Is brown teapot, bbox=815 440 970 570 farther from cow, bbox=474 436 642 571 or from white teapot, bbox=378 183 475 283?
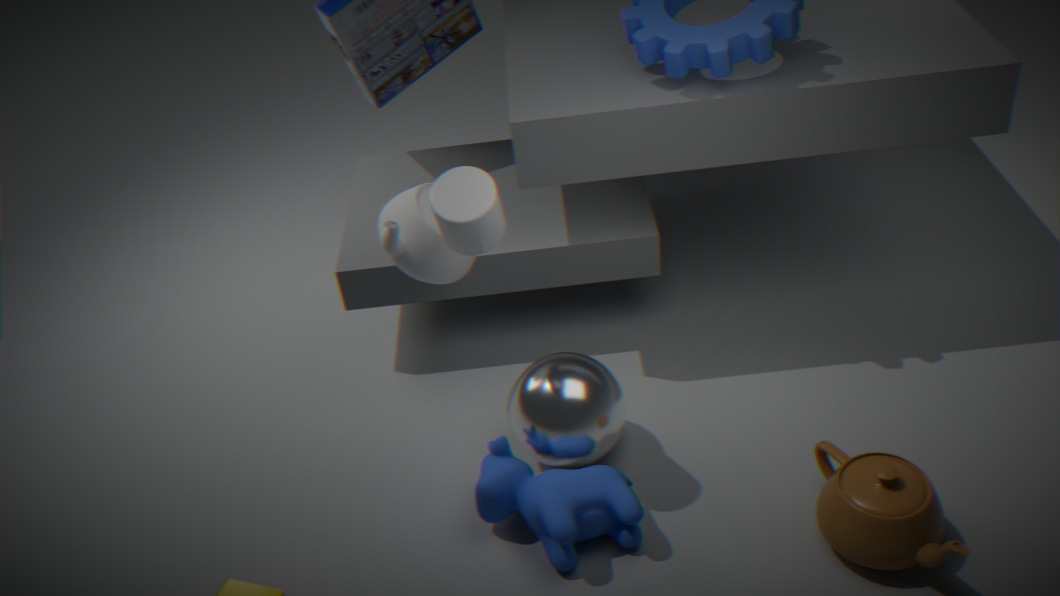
white teapot, bbox=378 183 475 283
